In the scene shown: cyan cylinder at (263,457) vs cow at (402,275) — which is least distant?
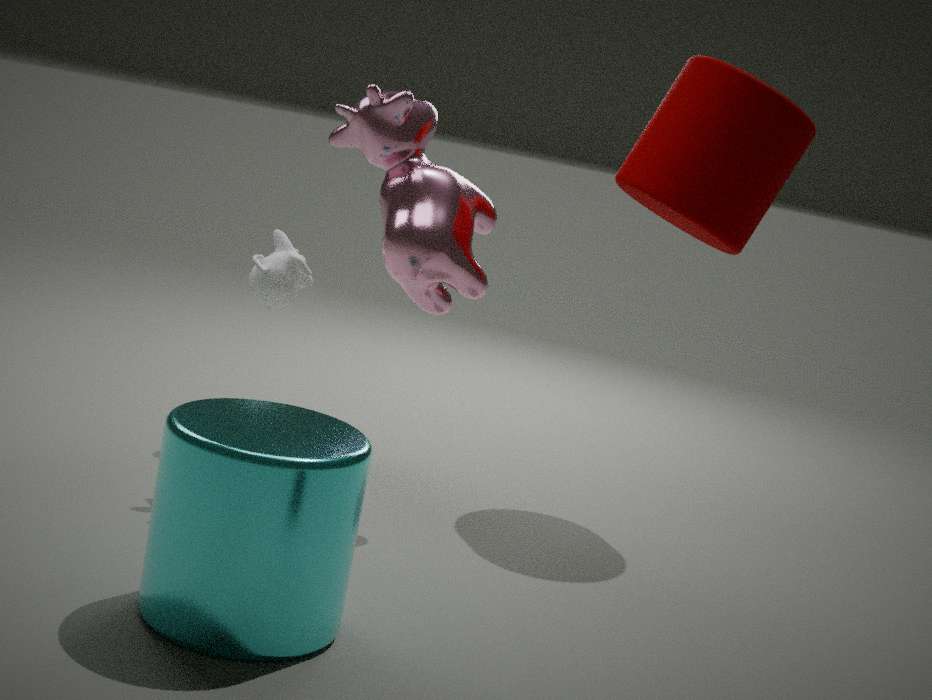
cyan cylinder at (263,457)
